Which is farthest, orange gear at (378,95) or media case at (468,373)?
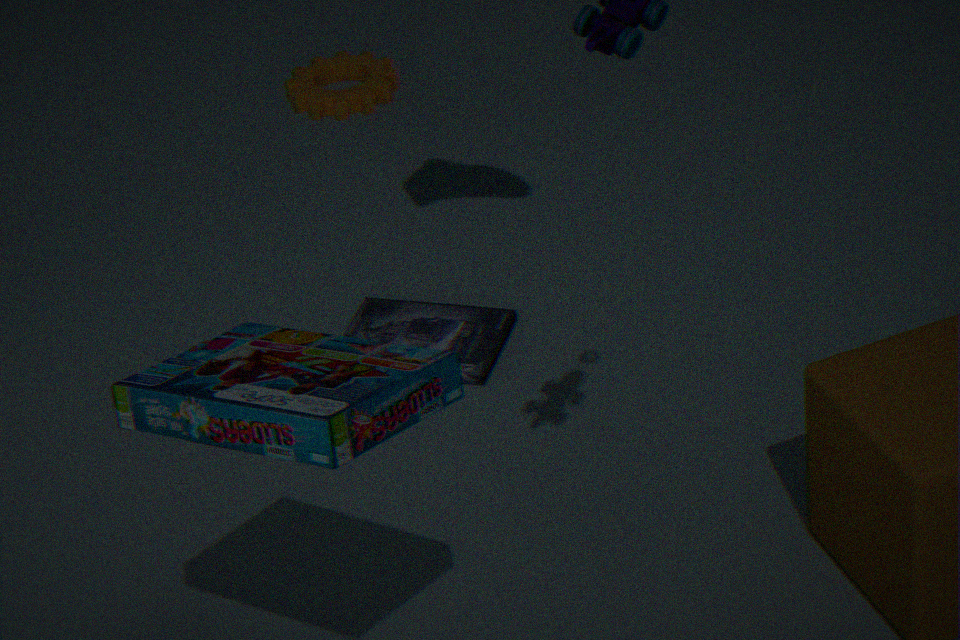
orange gear at (378,95)
